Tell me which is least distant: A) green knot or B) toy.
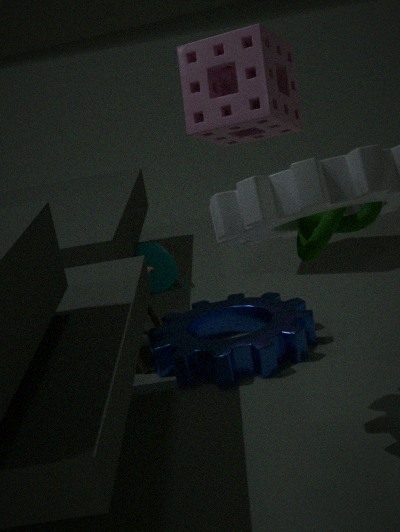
A. green knot
